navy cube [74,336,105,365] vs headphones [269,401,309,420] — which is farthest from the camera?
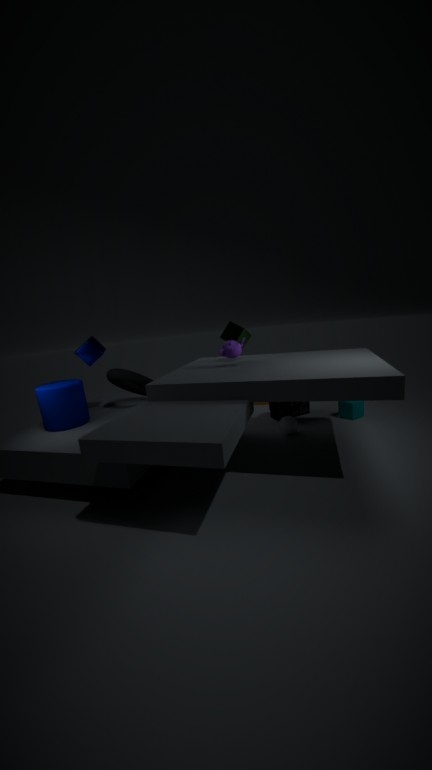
headphones [269,401,309,420]
